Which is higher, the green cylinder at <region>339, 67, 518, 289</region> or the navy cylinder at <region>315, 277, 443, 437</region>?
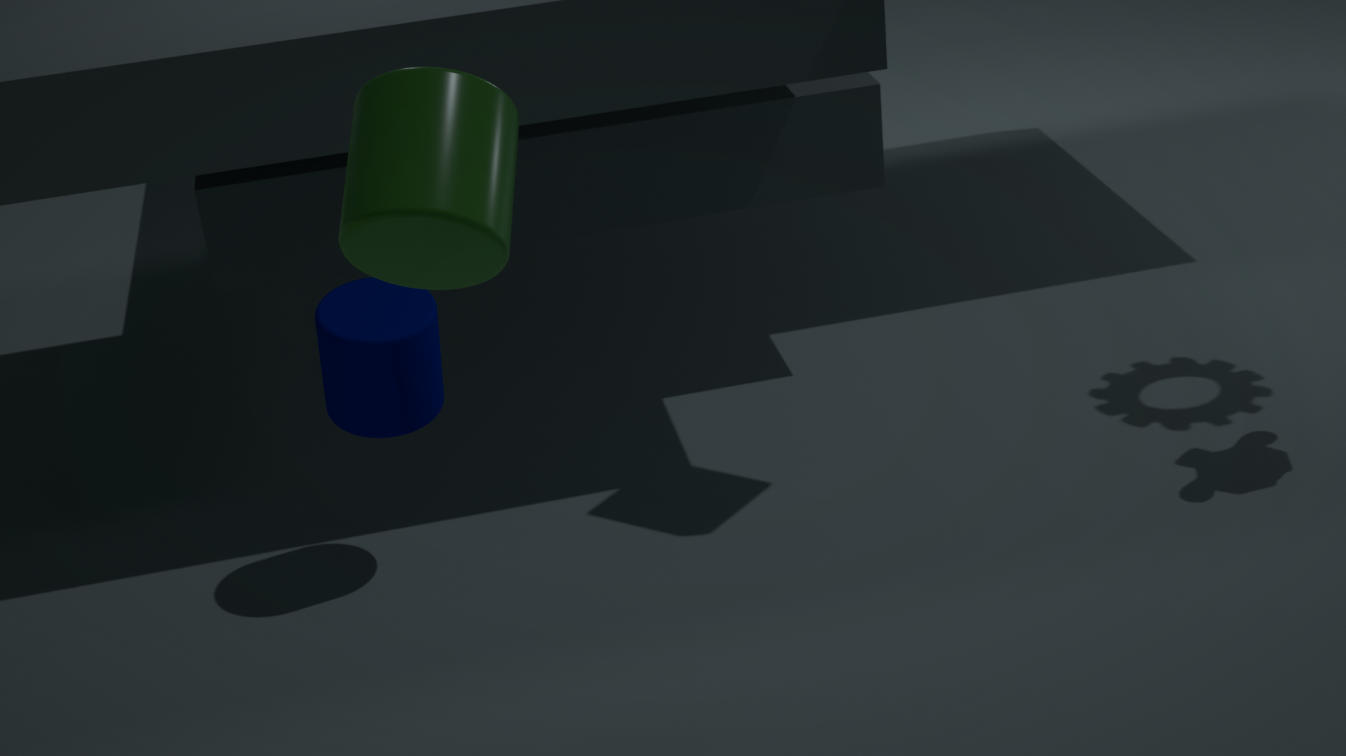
the green cylinder at <region>339, 67, 518, 289</region>
